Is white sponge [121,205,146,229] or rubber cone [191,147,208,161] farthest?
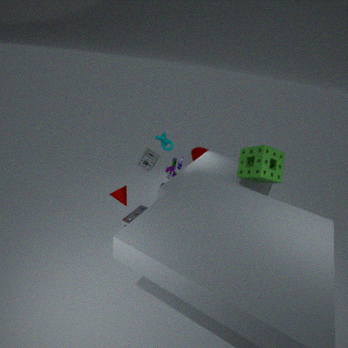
rubber cone [191,147,208,161]
